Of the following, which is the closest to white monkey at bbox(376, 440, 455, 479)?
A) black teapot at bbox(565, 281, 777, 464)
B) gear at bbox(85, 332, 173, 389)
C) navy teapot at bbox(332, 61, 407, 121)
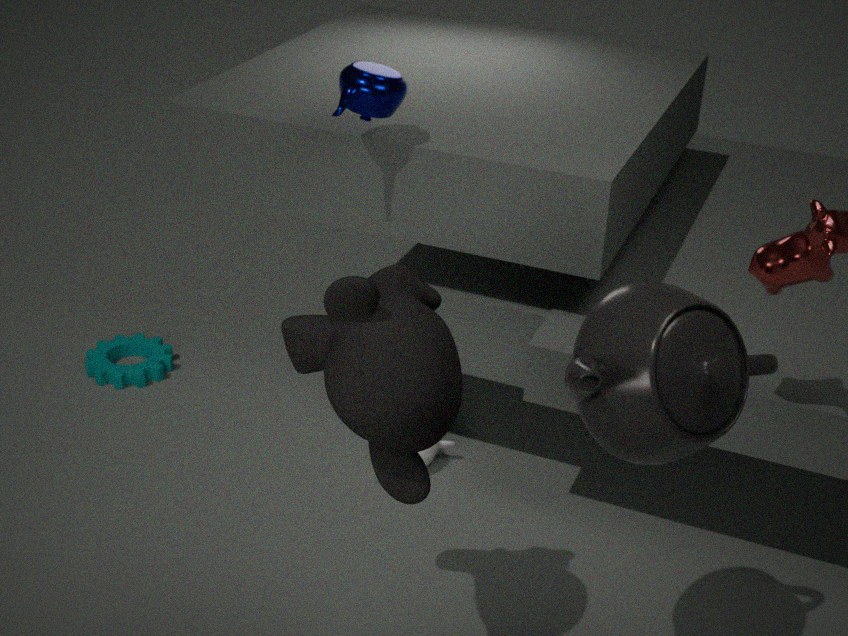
gear at bbox(85, 332, 173, 389)
